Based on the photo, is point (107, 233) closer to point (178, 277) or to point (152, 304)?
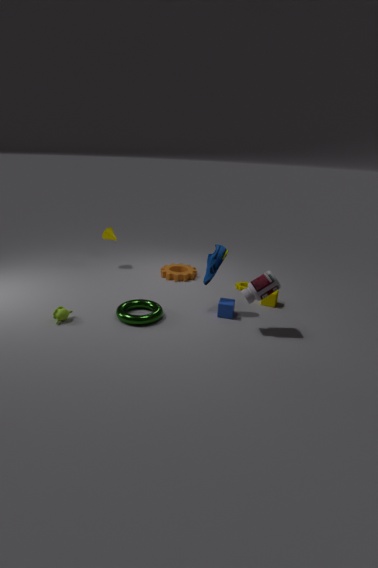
point (178, 277)
